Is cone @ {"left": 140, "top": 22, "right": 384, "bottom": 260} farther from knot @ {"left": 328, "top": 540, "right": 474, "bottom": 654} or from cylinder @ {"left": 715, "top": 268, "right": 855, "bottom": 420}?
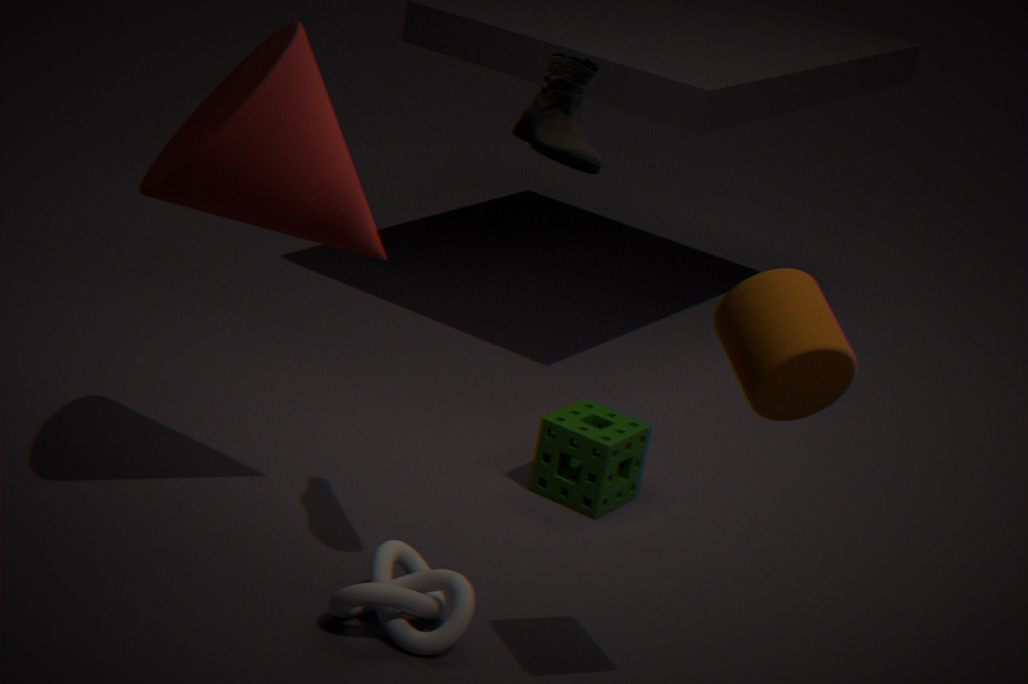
cylinder @ {"left": 715, "top": 268, "right": 855, "bottom": 420}
